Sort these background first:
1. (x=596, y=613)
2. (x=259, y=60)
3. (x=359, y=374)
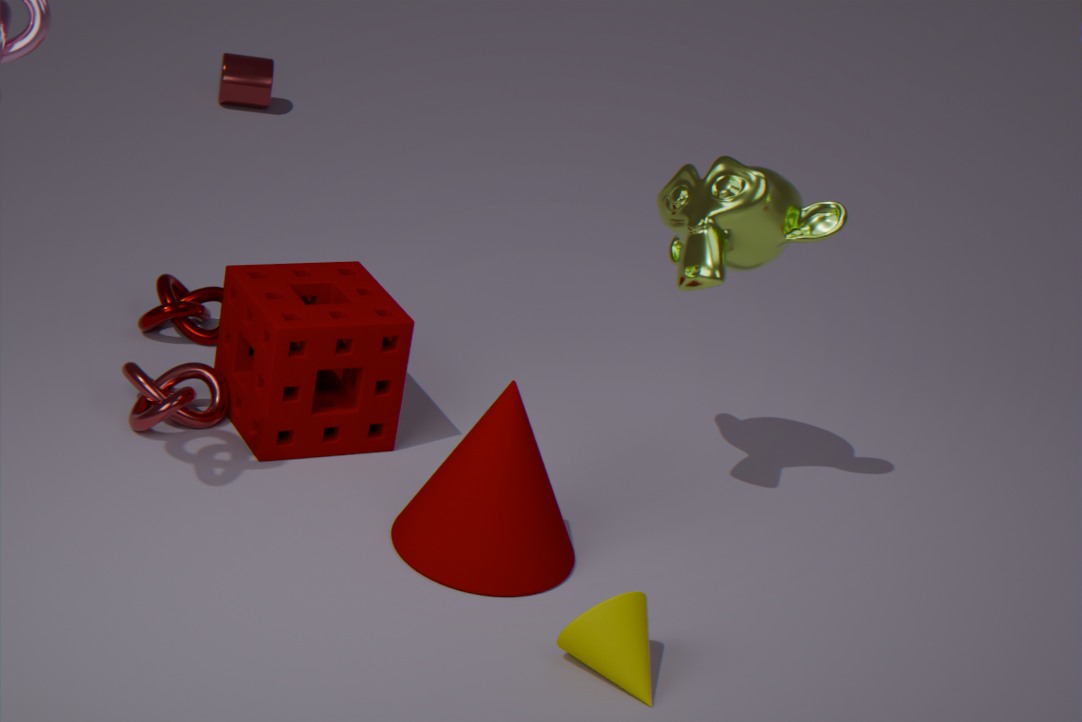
(x=259, y=60)
(x=359, y=374)
(x=596, y=613)
